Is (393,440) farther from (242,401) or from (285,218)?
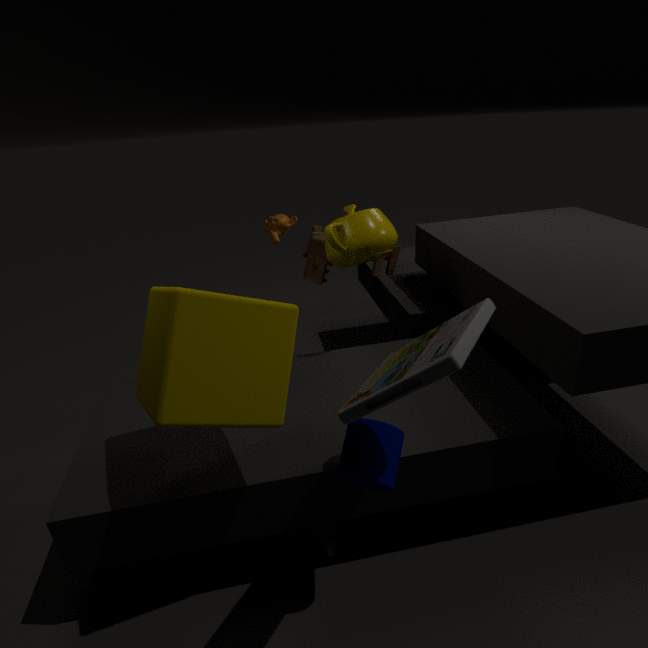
(285,218)
